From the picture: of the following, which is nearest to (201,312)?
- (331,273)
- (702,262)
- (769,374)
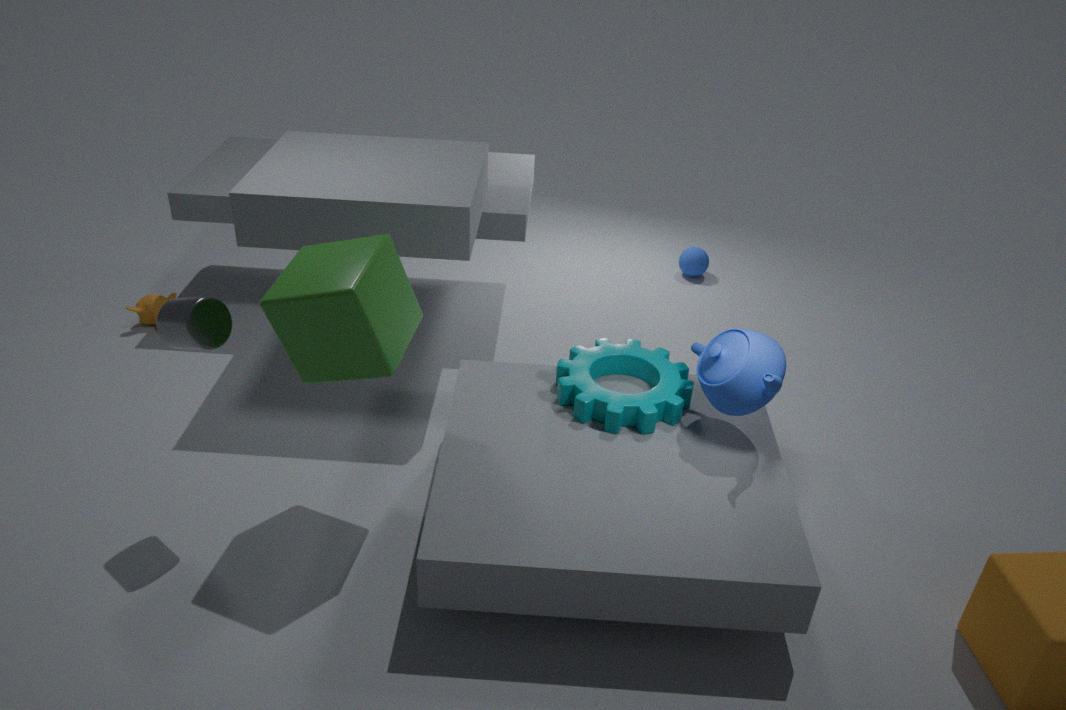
(331,273)
